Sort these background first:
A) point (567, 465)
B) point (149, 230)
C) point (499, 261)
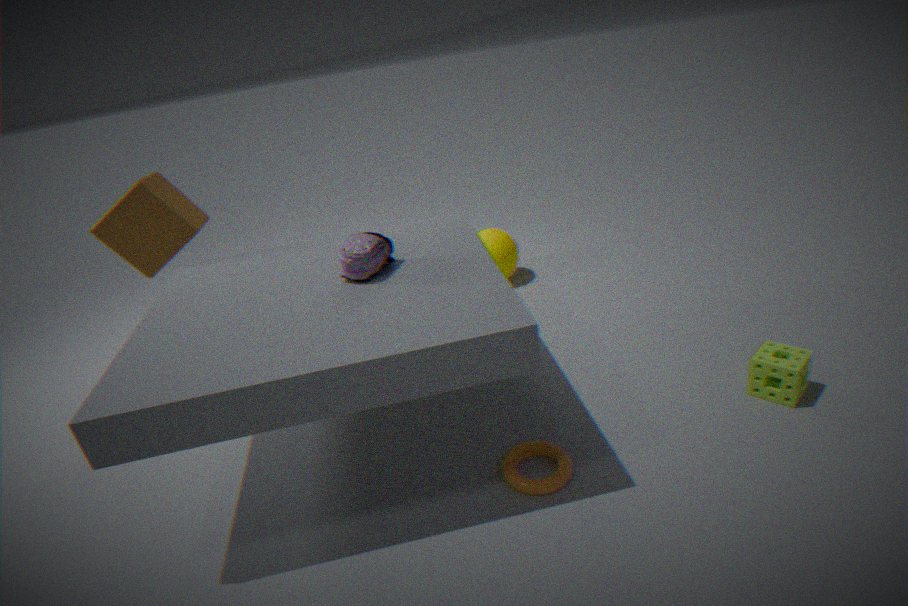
point (499, 261)
point (149, 230)
point (567, 465)
